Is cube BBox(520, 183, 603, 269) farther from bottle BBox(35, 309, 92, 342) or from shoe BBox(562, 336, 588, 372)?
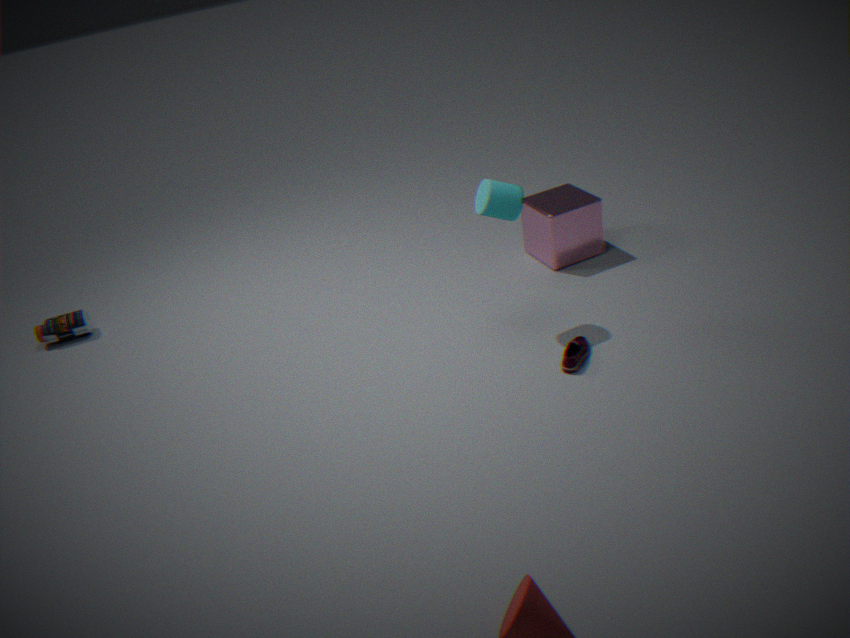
bottle BBox(35, 309, 92, 342)
